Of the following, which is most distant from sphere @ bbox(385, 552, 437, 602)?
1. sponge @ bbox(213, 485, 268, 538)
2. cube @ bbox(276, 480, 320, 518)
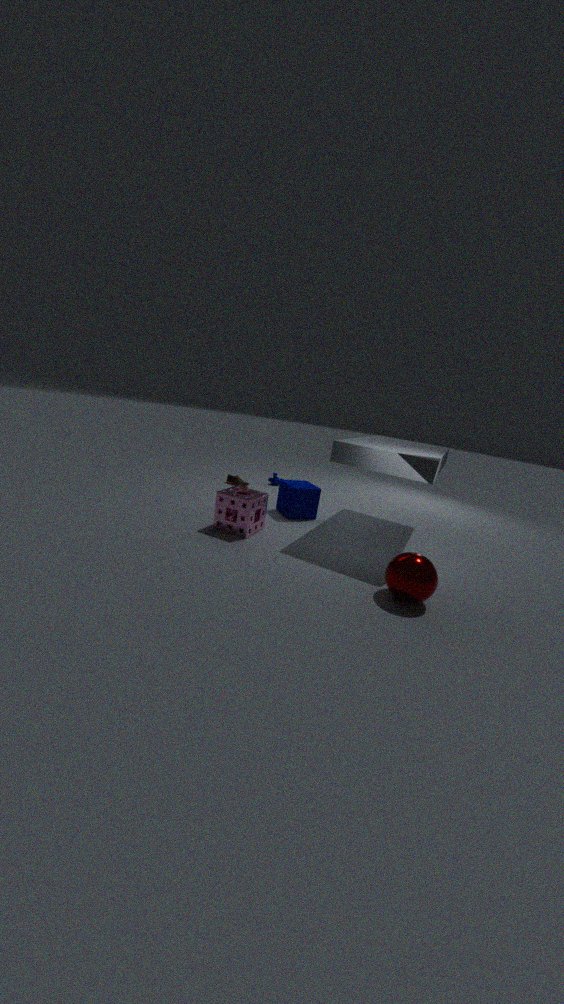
cube @ bbox(276, 480, 320, 518)
